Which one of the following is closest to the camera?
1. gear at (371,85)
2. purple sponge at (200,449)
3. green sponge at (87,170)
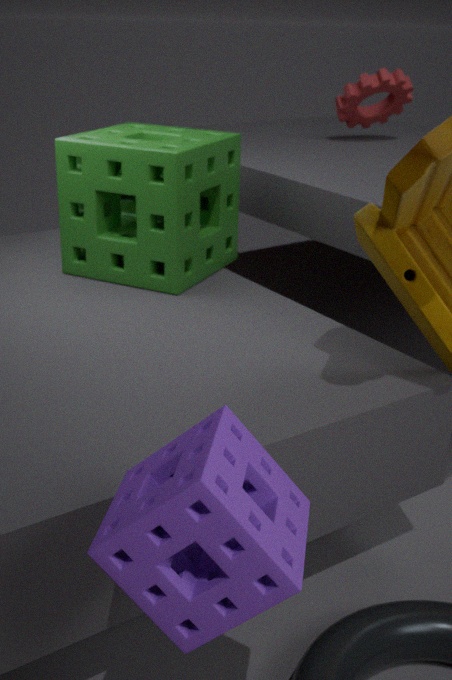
purple sponge at (200,449)
